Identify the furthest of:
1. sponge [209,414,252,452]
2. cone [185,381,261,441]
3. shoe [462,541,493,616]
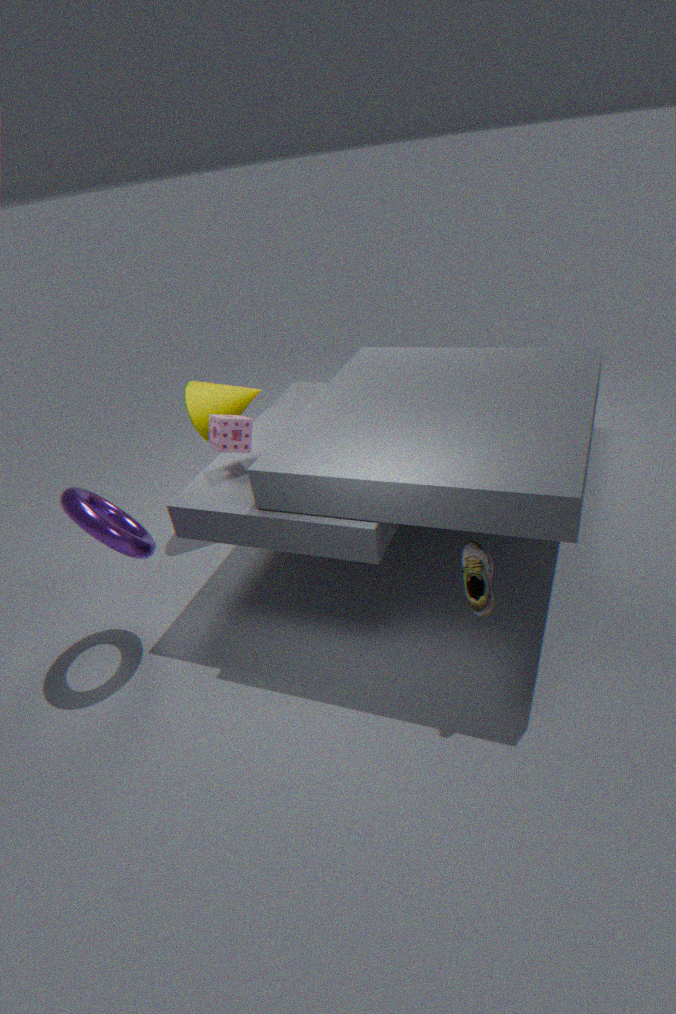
cone [185,381,261,441]
